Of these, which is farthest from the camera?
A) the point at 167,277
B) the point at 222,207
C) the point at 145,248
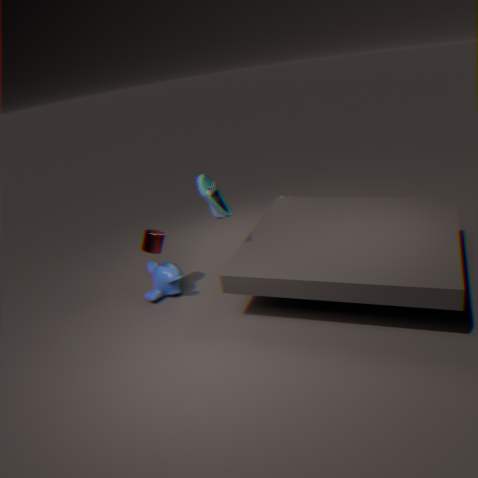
the point at 167,277
